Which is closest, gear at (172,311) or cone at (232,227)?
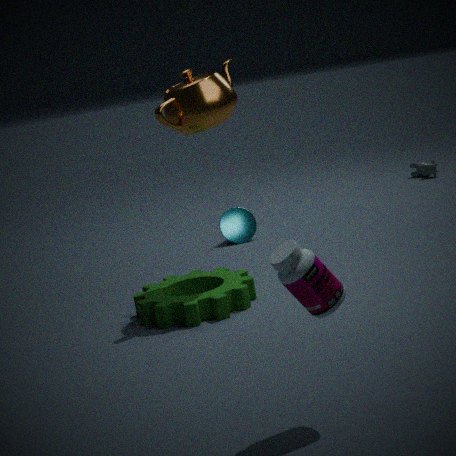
gear at (172,311)
